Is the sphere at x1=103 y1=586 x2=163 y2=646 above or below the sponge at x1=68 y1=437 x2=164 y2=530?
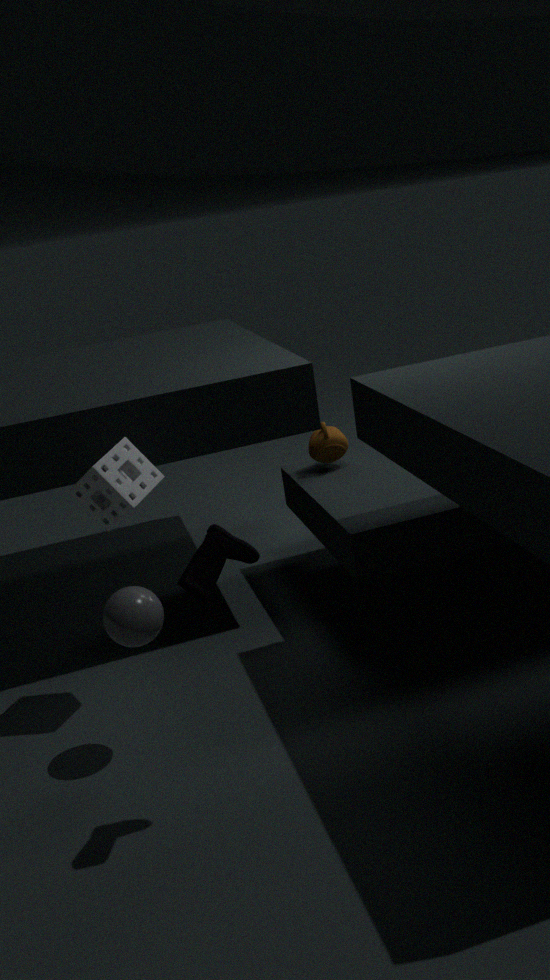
below
